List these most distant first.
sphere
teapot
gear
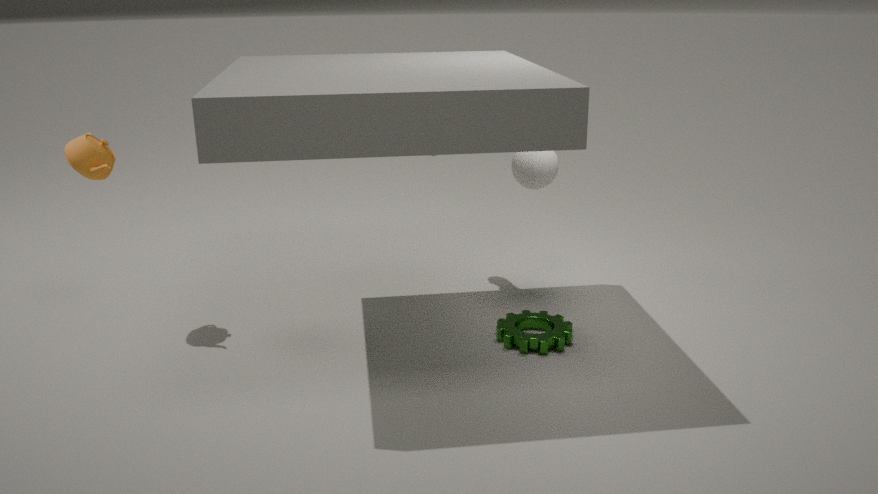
sphere → gear → teapot
